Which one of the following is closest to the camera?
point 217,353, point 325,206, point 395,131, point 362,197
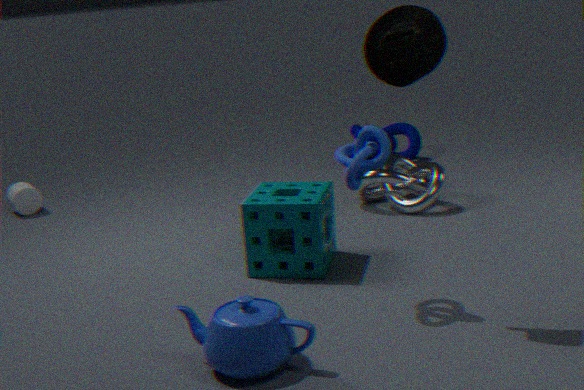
point 217,353
